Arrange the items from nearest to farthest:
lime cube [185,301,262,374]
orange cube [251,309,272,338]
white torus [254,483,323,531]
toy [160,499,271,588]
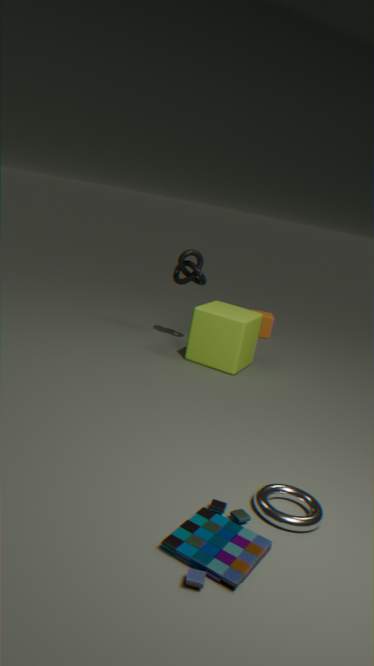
toy [160,499,271,588]
white torus [254,483,323,531]
lime cube [185,301,262,374]
orange cube [251,309,272,338]
